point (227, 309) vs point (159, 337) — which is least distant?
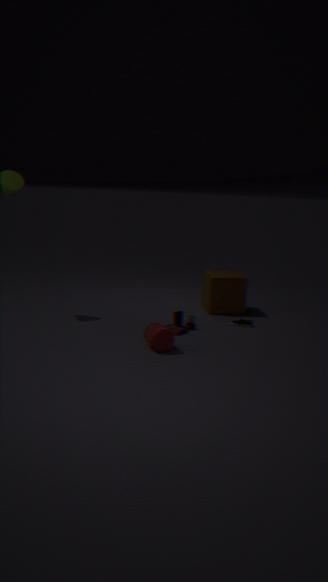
point (159, 337)
